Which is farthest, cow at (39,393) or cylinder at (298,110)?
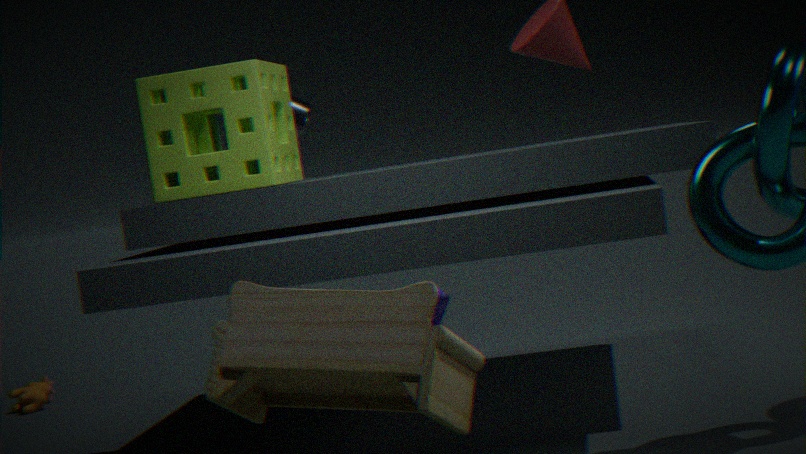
cow at (39,393)
